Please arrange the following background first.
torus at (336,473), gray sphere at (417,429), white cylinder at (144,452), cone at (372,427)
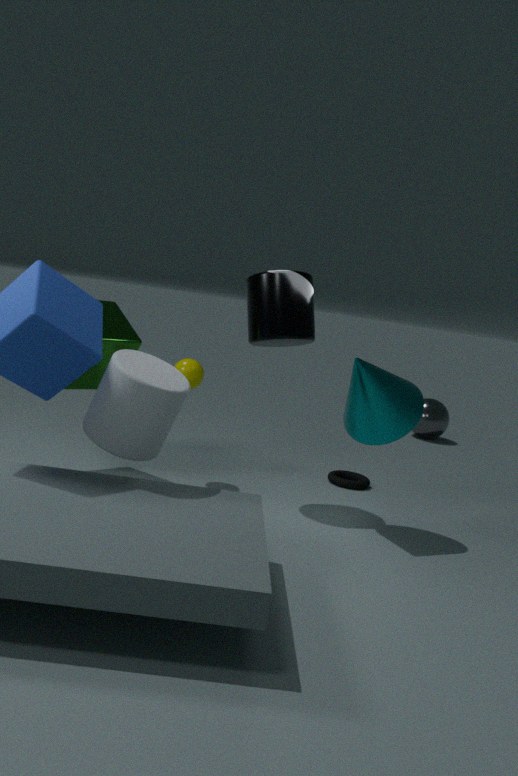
gray sphere at (417,429)
torus at (336,473)
cone at (372,427)
white cylinder at (144,452)
